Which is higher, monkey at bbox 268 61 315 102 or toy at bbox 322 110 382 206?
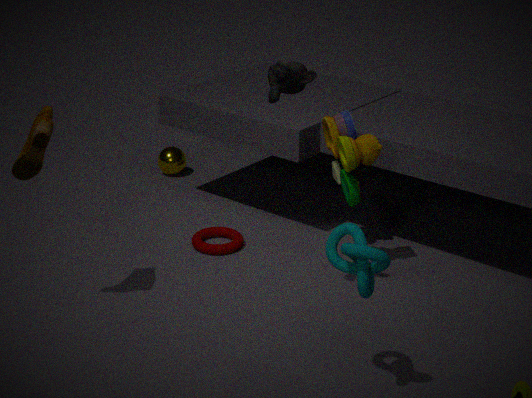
monkey at bbox 268 61 315 102
